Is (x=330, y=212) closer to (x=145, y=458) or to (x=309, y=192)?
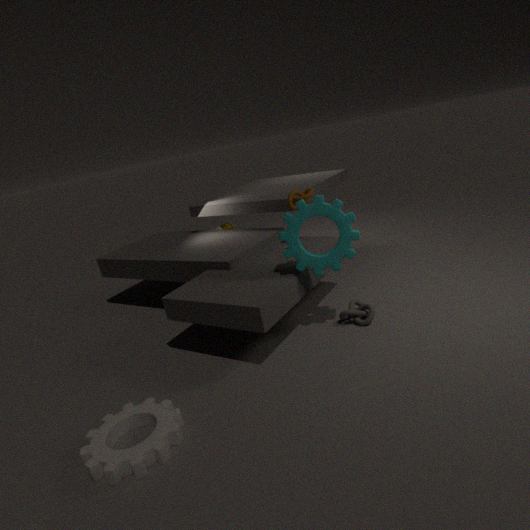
(x=309, y=192)
